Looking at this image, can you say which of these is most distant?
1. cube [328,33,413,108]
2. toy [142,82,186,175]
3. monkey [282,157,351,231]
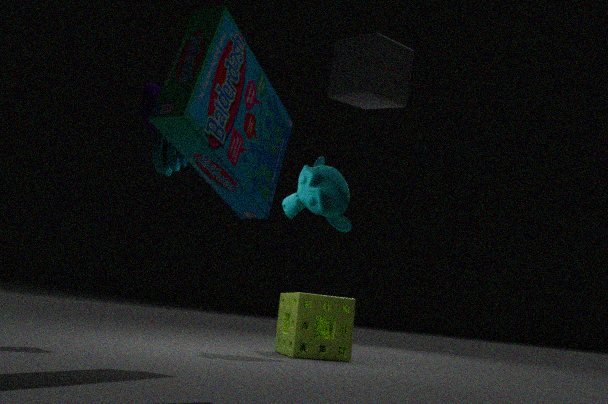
monkey [282,157,351,231]
